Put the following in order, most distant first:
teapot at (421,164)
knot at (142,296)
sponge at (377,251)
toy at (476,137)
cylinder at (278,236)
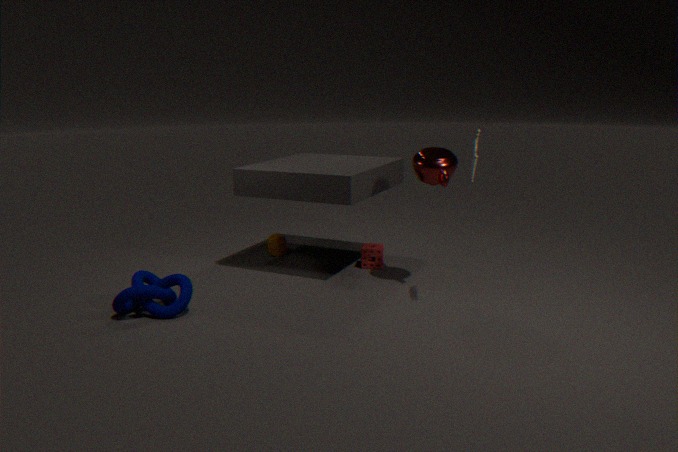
cylinder at (278,236)
sponge at (377,251)
teapot at (421,164)
knot at (142,296)
toy at (476,137)
